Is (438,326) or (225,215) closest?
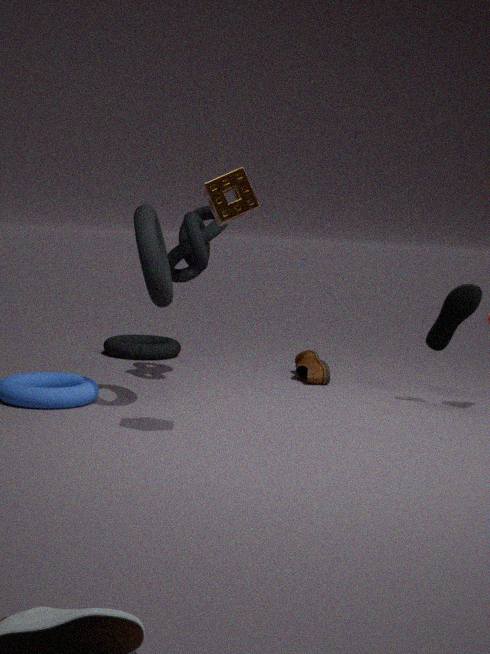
(225,215)
